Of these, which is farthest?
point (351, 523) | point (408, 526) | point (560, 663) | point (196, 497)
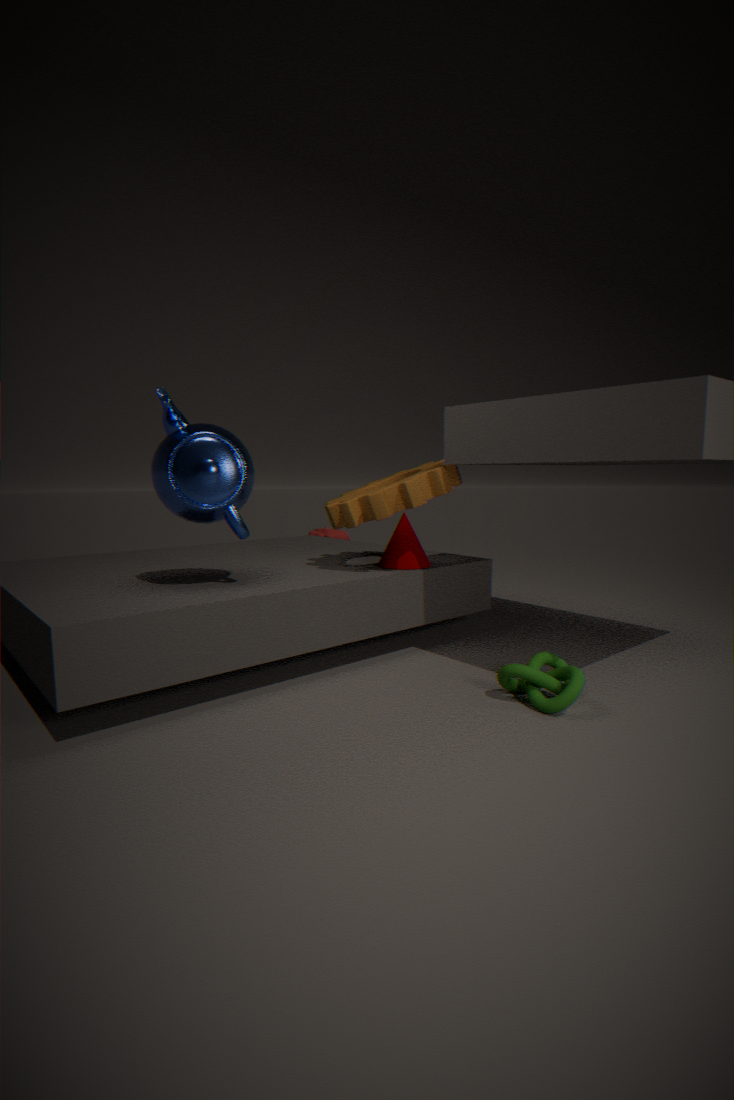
point (408, 526)
